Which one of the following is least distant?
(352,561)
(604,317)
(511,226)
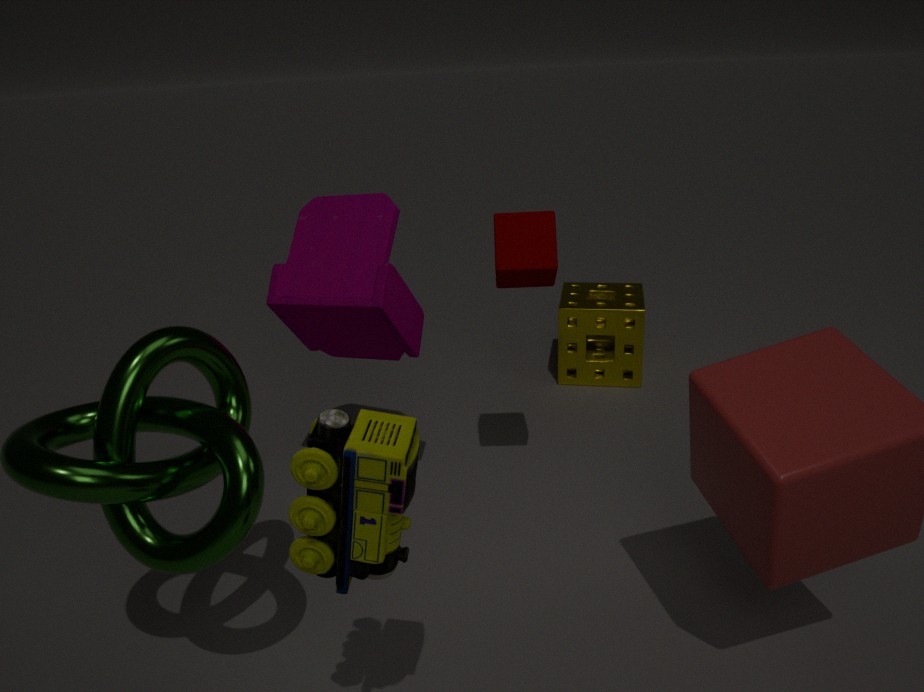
(352,561)
